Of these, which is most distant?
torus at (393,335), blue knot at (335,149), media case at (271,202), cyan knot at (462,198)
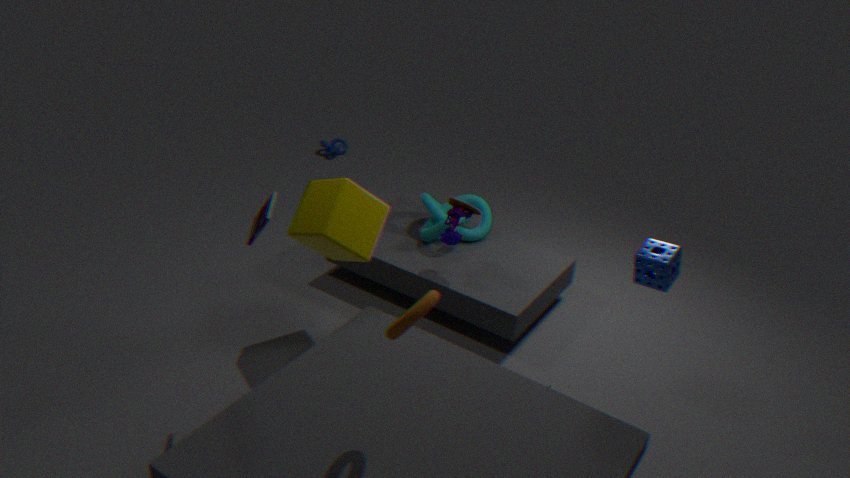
blue knot at (335,149)
